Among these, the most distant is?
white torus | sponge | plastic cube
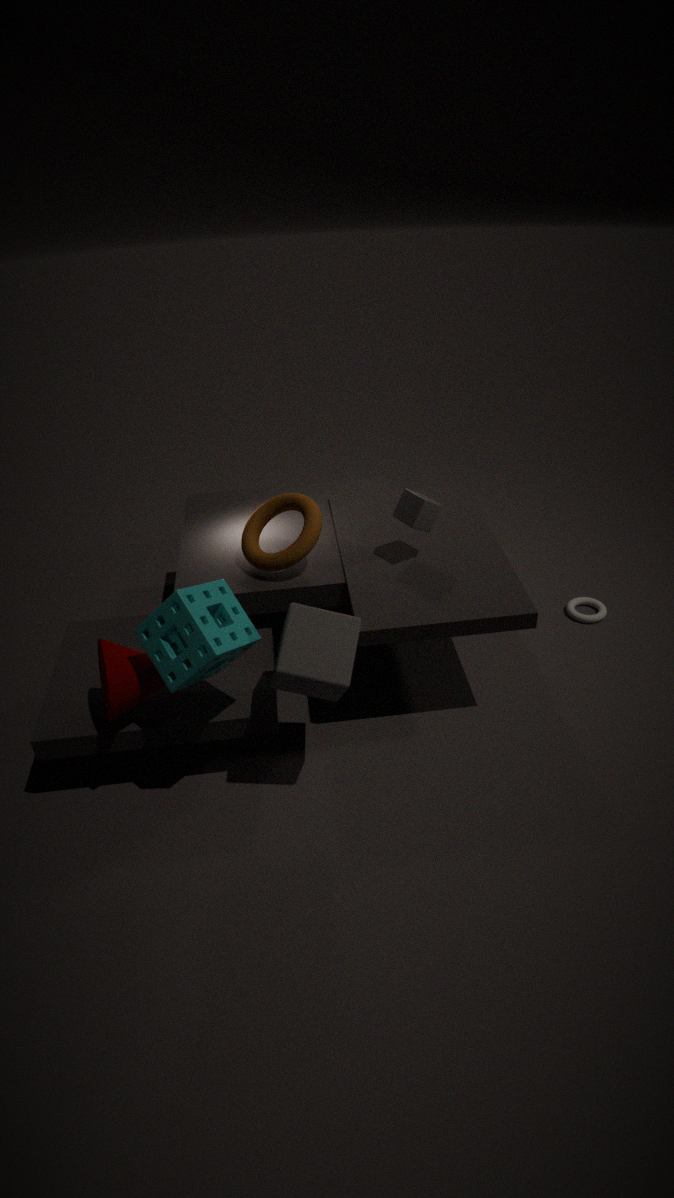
white torus
